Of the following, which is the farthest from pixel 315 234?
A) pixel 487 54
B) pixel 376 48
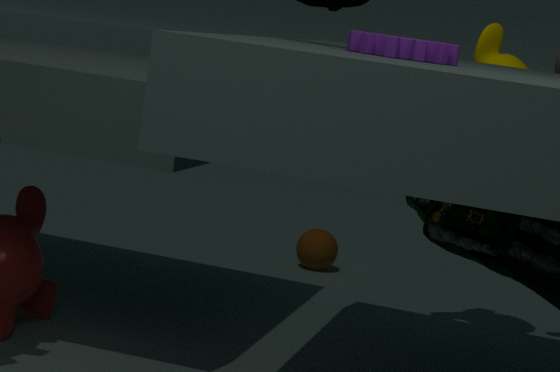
pixel 376 48
